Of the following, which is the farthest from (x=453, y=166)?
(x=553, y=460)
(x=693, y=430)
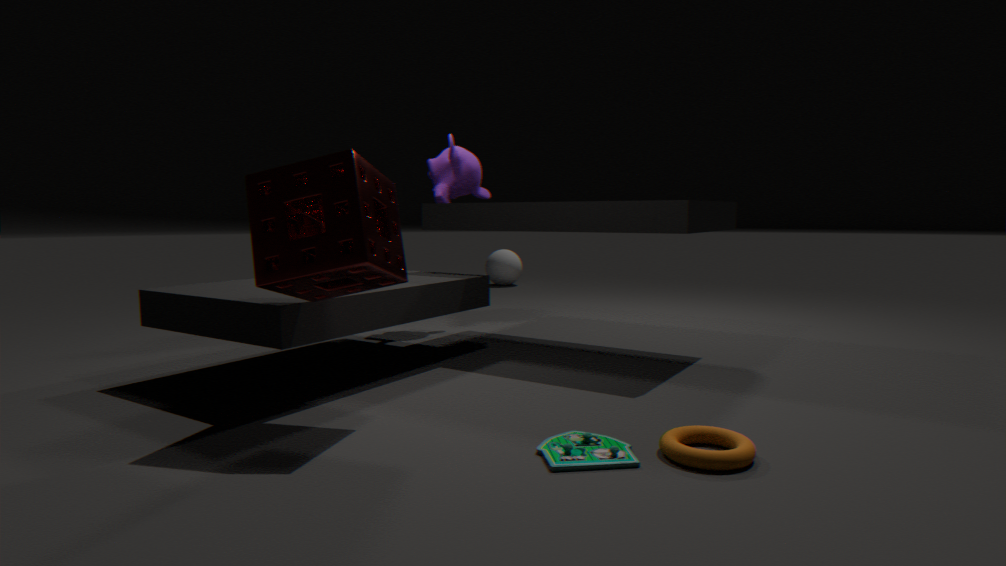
(x=693, y=430)
